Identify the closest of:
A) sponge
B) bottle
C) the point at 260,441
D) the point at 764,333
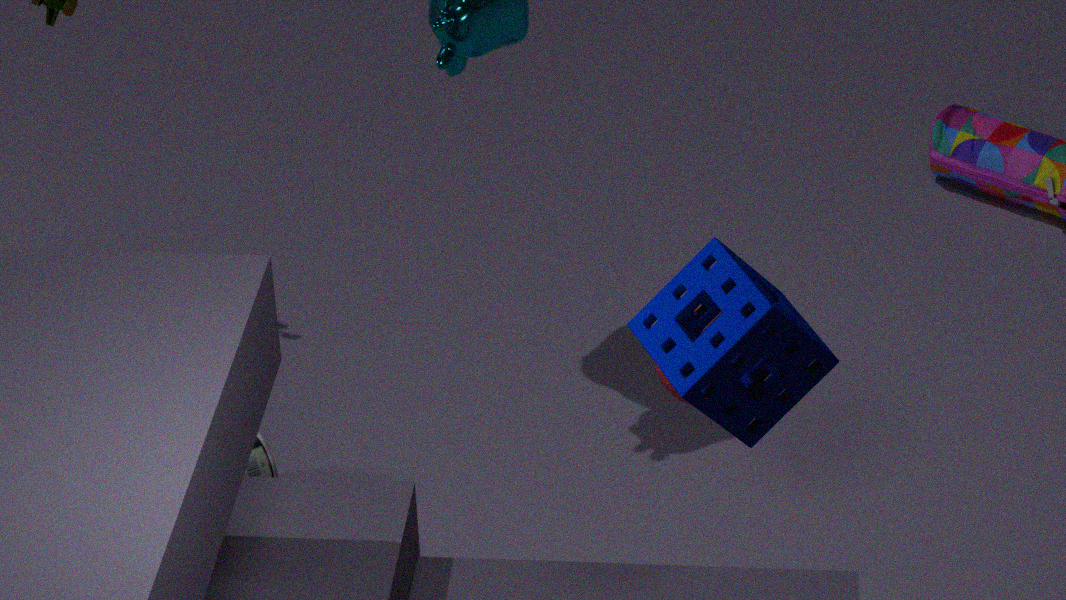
sponge
